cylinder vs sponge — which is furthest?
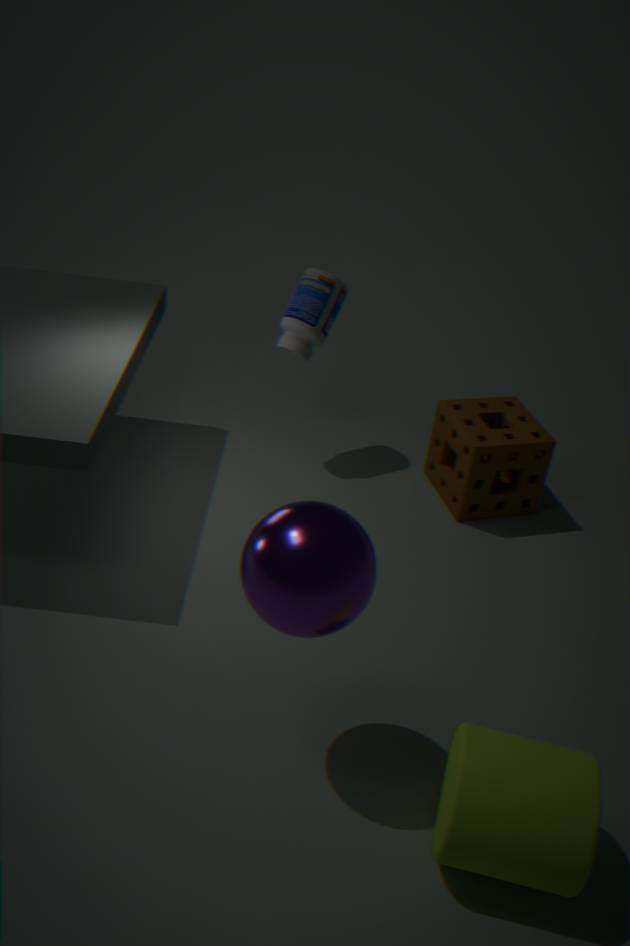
sponge
